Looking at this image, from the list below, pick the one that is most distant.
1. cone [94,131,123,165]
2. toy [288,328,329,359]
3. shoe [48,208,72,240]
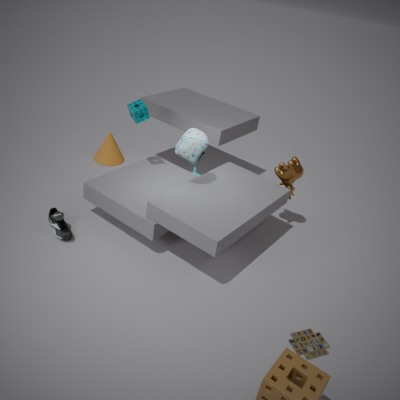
cone [94,131,123,165]
